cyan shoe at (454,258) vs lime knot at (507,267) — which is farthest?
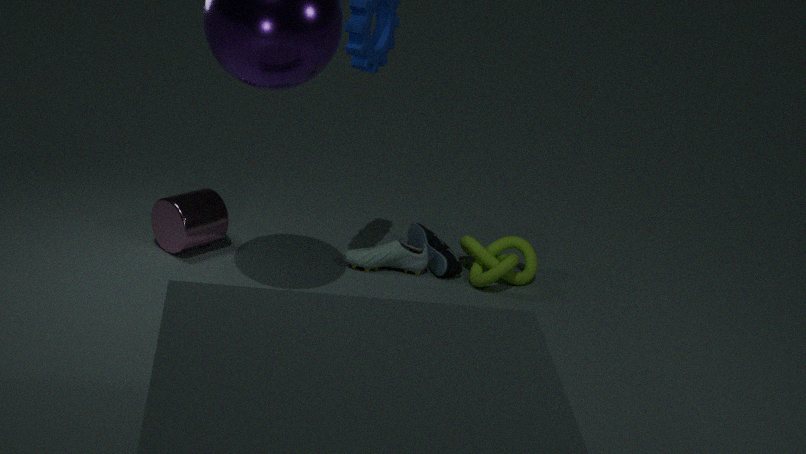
cyan shoe at (454,258)
